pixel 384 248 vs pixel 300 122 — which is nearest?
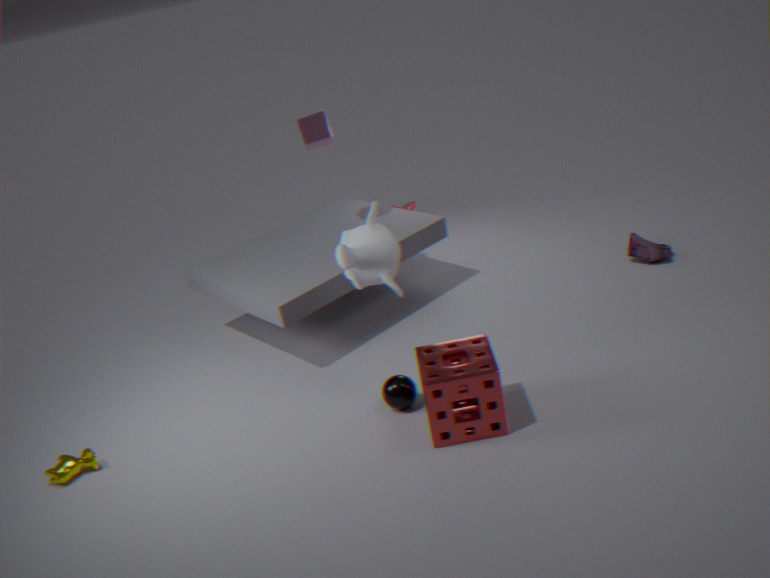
pixel 384 248
